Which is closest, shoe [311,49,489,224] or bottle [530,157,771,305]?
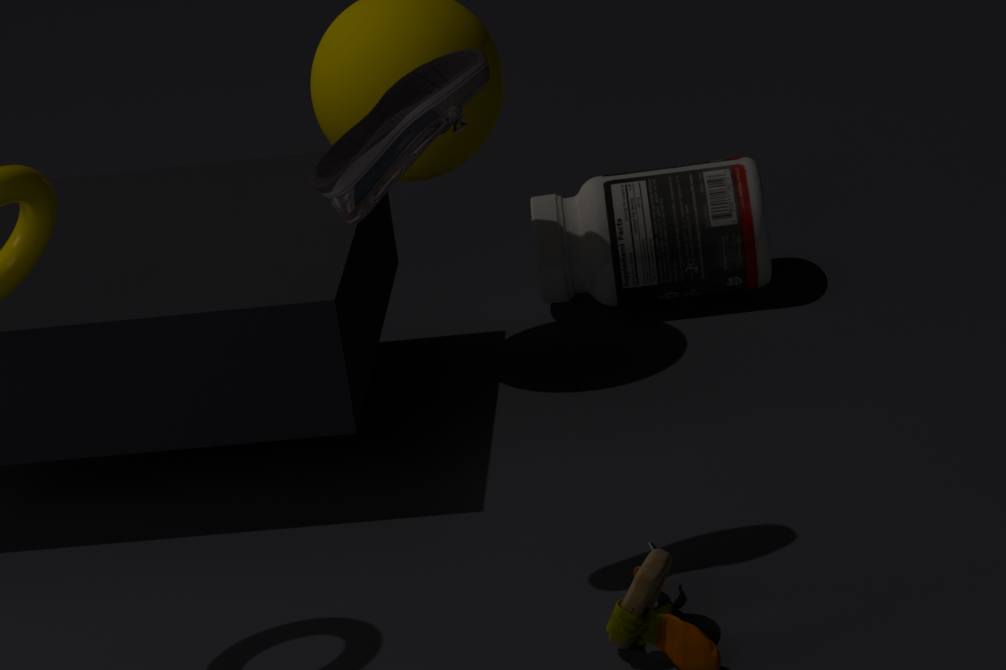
shoe [311,49,489,224]
